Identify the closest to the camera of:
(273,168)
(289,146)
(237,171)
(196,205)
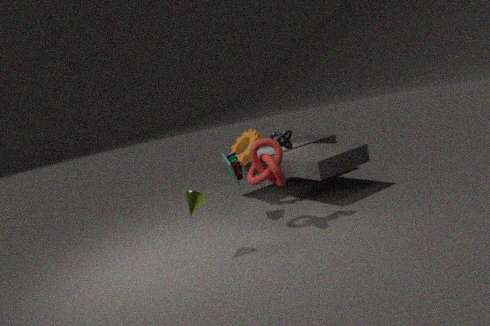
(196,205)
